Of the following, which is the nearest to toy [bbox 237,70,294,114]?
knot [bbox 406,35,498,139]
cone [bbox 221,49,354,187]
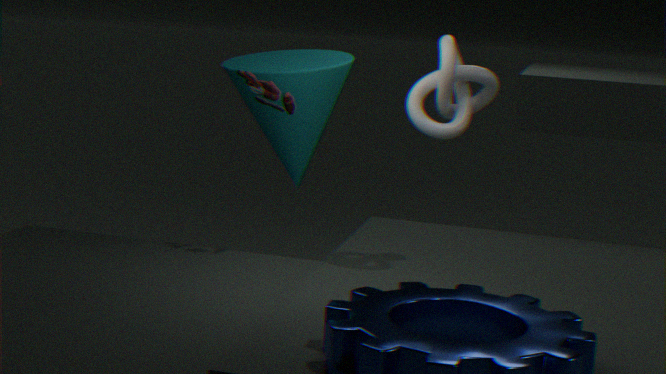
cone [bbox 221,49,354,187]
